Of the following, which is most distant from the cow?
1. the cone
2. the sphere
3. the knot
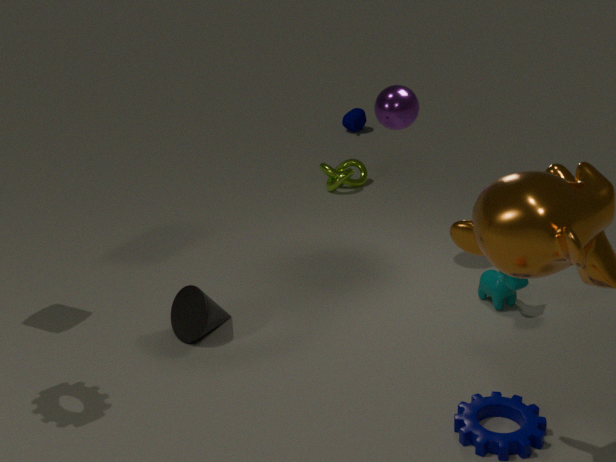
the knot
